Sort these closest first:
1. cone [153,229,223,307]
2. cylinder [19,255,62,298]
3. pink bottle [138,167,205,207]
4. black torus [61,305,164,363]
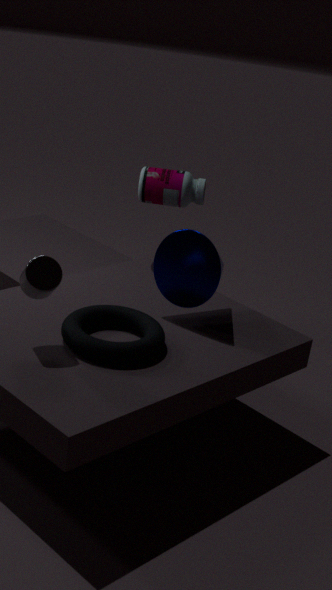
cylinder [19,255,62,298] < black torus [61,305,164,363] < cone [153,229,223,307] < pink bottle [138,167,205,207]
